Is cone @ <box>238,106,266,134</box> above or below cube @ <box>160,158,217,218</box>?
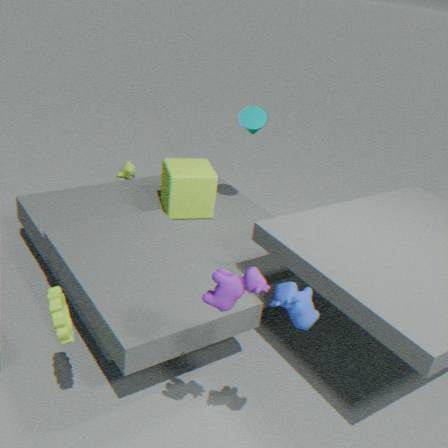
above
